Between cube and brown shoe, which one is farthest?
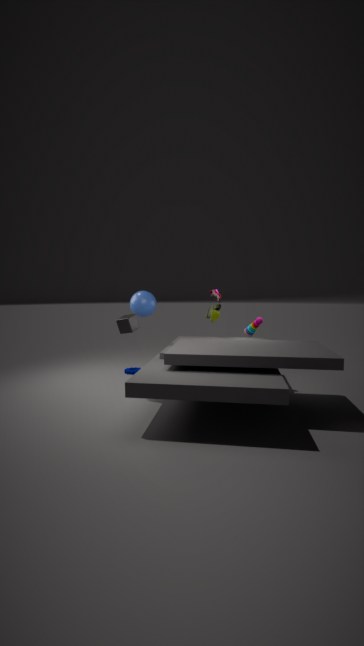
brown shoe
